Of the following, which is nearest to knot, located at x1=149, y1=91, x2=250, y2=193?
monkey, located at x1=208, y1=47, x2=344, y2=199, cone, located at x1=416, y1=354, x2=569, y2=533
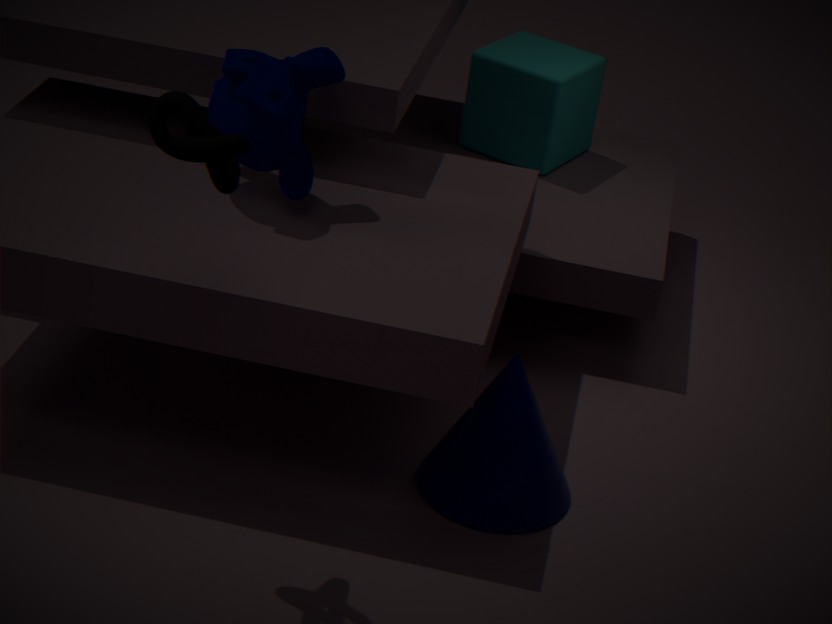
monkey, located at x1=208, y1=47, x2=344, y2=199
